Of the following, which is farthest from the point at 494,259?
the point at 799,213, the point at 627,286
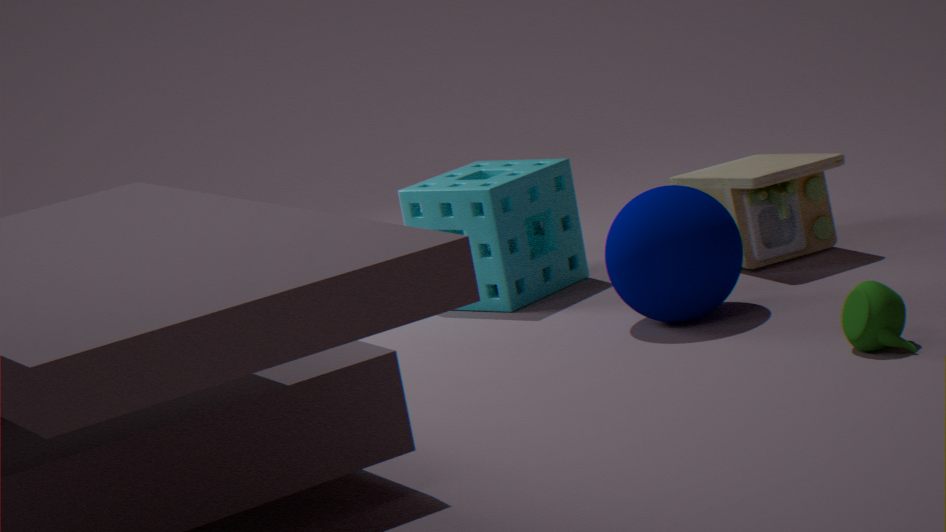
the point at 627,286
